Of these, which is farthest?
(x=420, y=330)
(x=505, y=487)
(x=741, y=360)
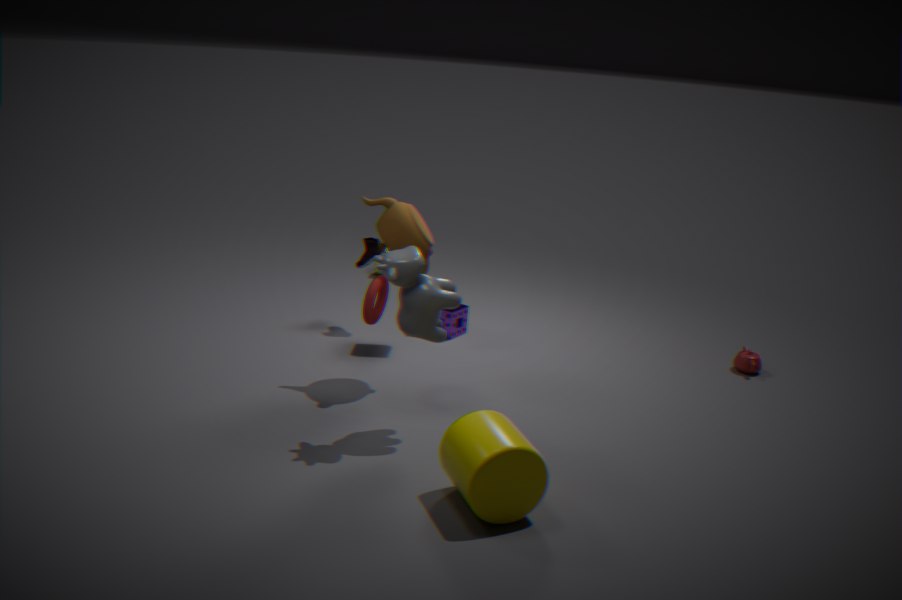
(x=741, y=360)
